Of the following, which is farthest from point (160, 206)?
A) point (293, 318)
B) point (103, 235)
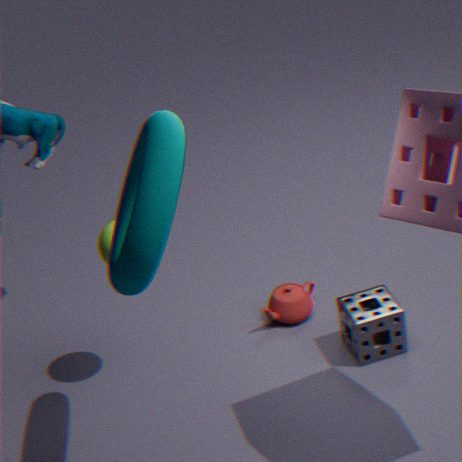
point (293, 318)
